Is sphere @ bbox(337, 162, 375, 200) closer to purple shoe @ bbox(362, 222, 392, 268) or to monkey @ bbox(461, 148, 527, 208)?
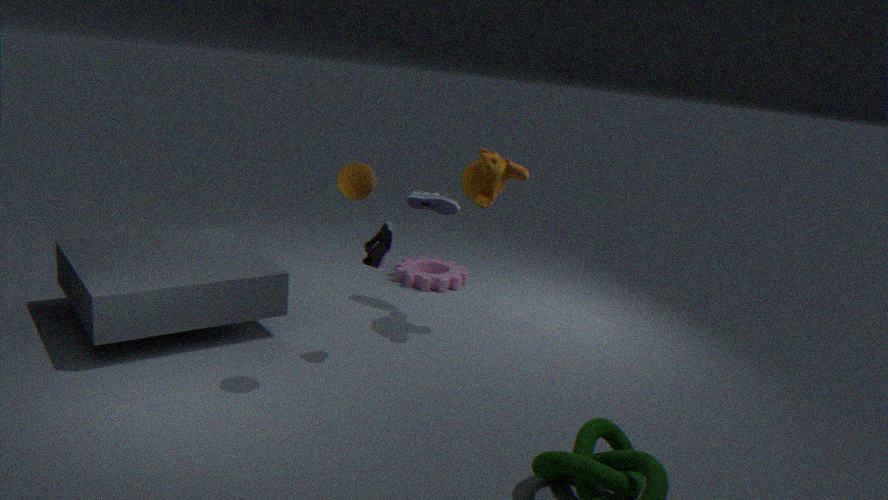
purple shoe @ bbox(362, 222, 392, 268)
